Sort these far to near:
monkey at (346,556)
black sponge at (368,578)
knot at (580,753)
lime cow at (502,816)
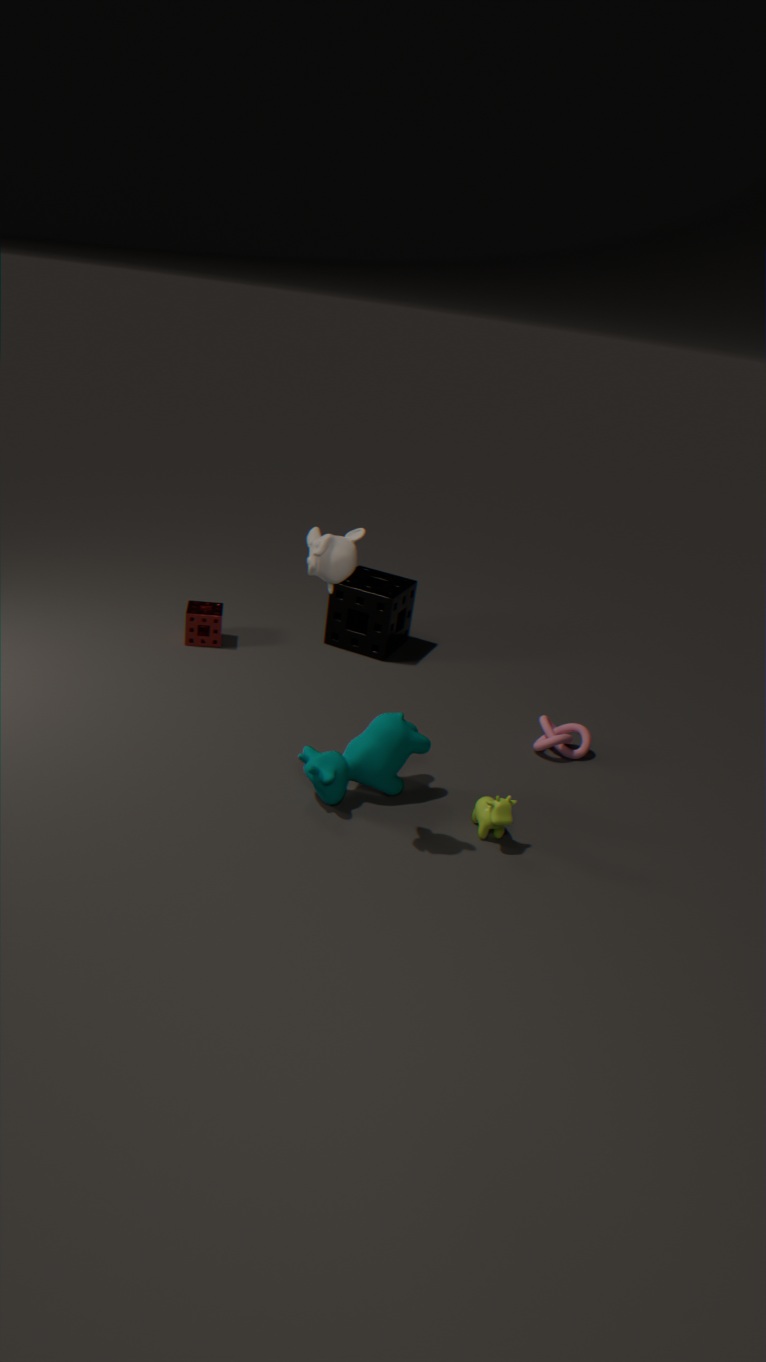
black sponge at (368,578), knot at (580,753), lime cow at (502,816), monkey at (346,556)
